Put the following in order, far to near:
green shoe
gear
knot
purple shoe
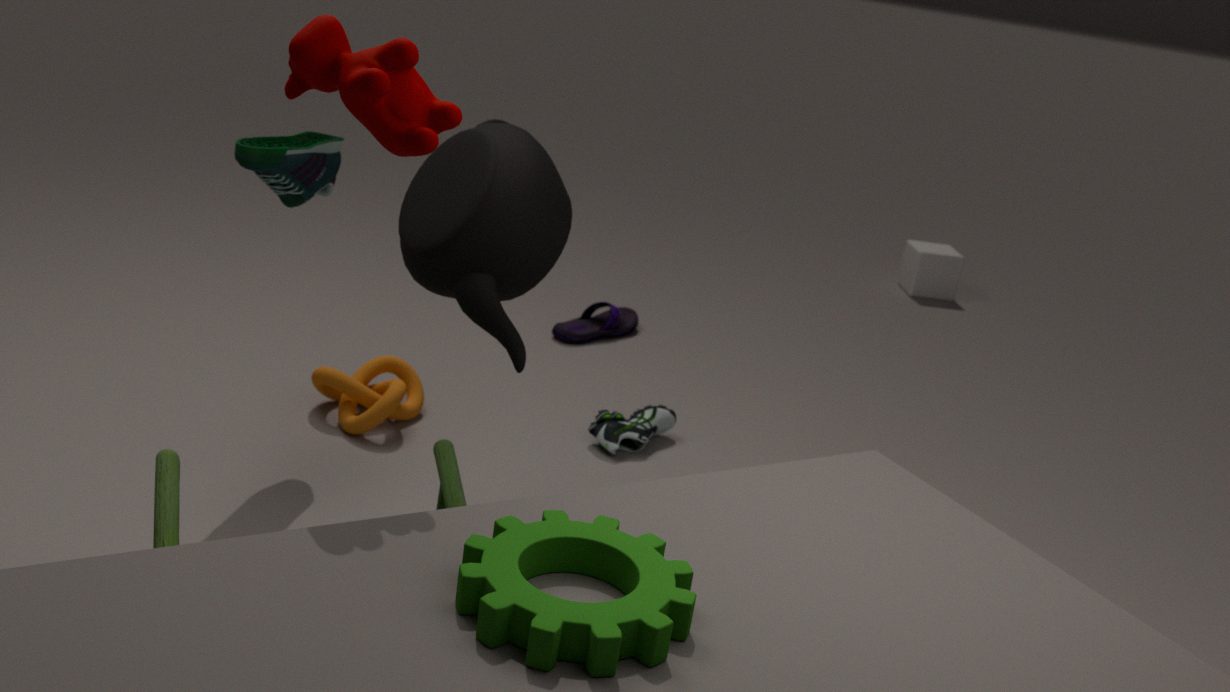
purple shoe → knot → green shoe → gear
